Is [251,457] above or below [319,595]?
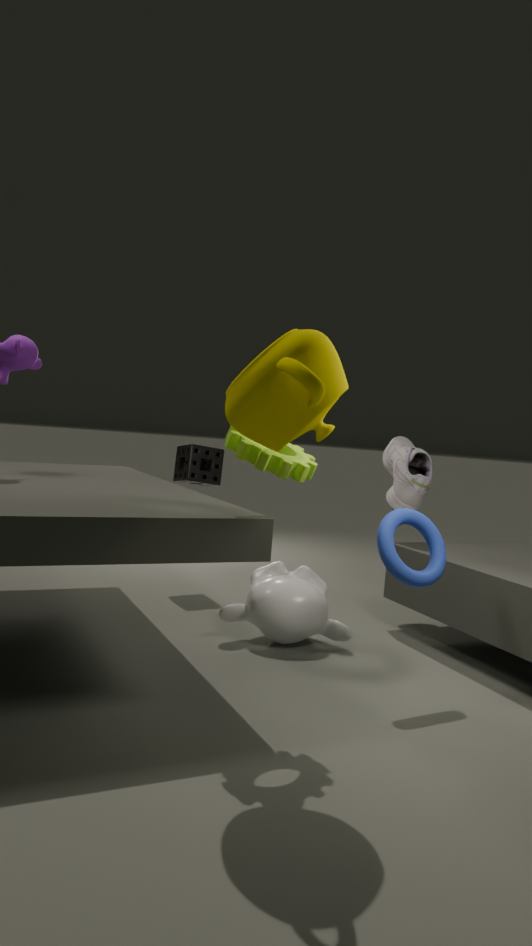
above
